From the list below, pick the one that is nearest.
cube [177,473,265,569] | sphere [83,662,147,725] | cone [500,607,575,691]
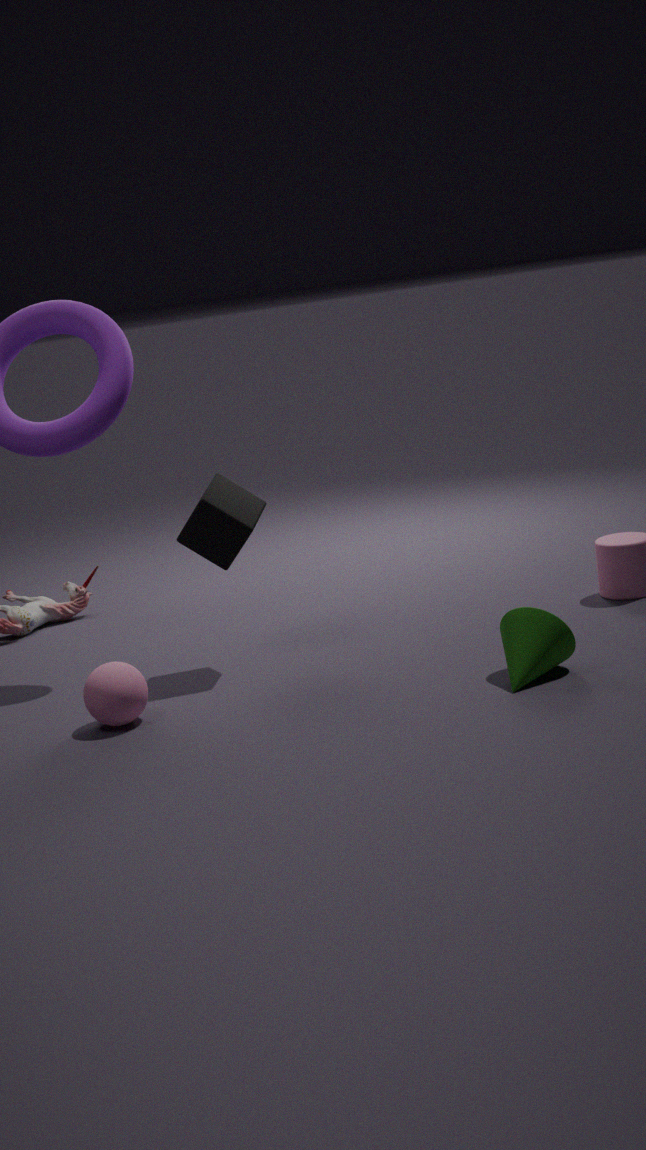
cone [500,607,575,691]
